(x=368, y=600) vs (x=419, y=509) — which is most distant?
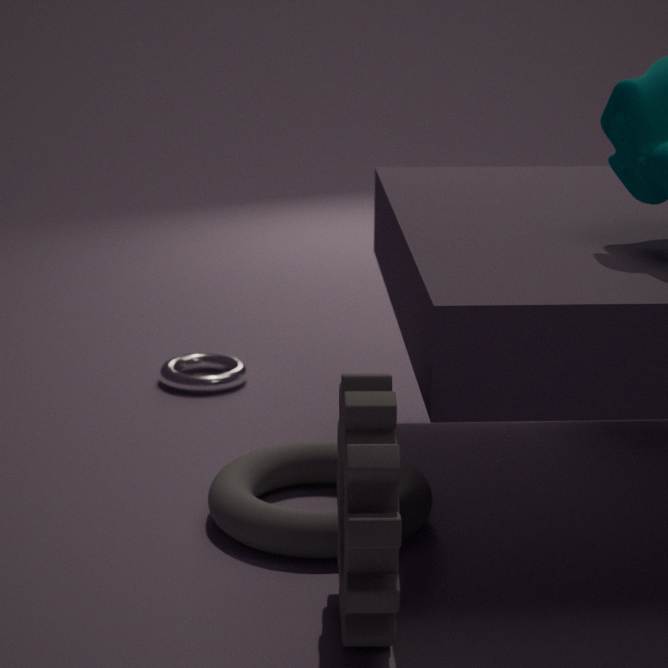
(x=419, y=509)
